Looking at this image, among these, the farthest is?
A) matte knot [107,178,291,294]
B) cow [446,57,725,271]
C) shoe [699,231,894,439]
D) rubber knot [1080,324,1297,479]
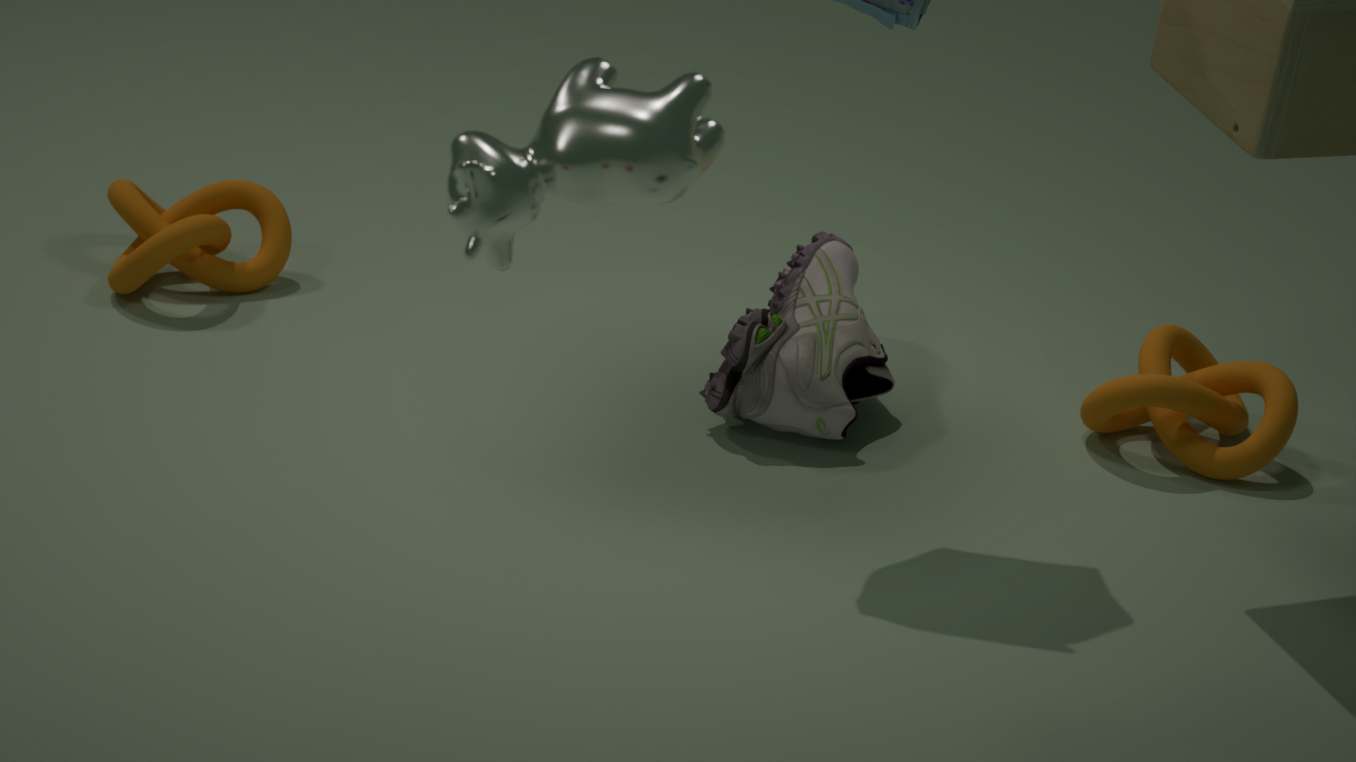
matte knot [107,178,291,294]
